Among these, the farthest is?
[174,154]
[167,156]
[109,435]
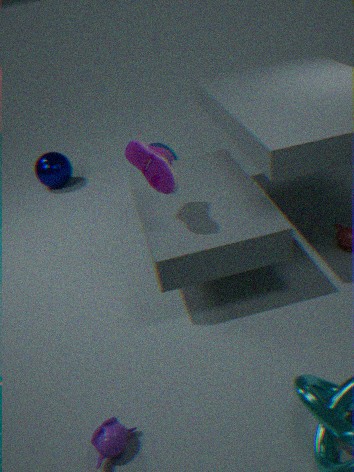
[174,154]
